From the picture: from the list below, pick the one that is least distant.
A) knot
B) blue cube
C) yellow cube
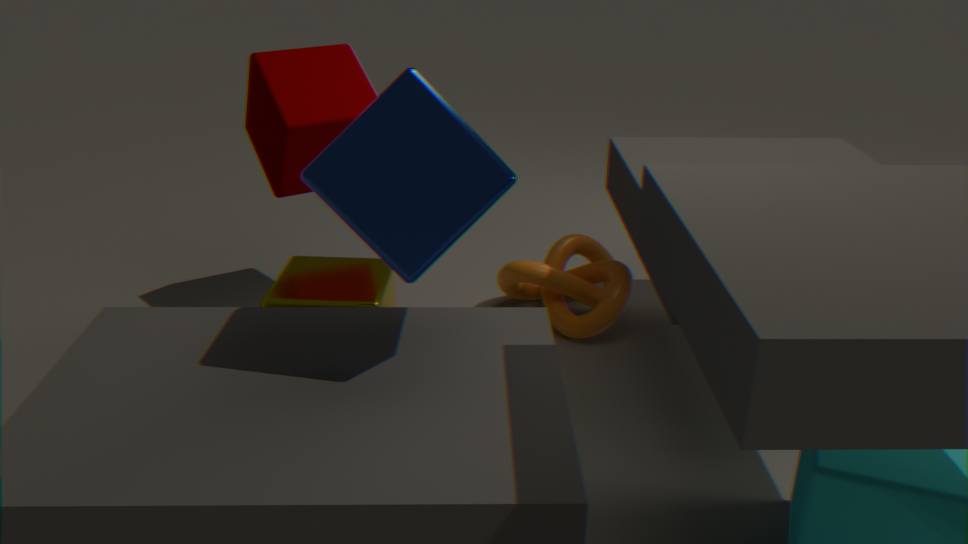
blue cube
